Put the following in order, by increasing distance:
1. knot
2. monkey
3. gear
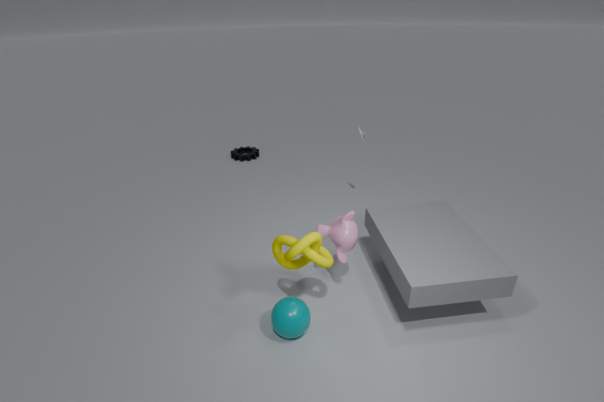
knot
monkey
gear
